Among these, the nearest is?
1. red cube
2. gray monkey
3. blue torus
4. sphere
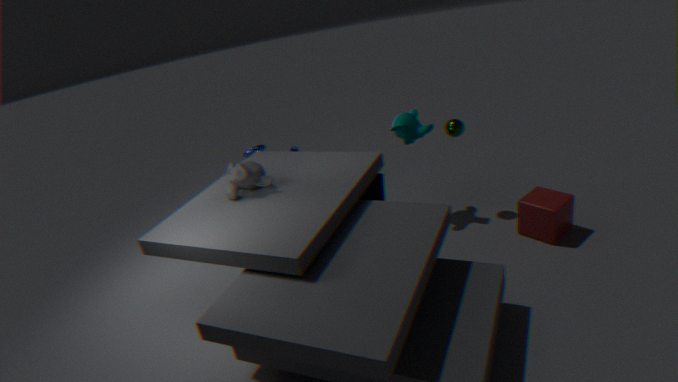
gray monkey
